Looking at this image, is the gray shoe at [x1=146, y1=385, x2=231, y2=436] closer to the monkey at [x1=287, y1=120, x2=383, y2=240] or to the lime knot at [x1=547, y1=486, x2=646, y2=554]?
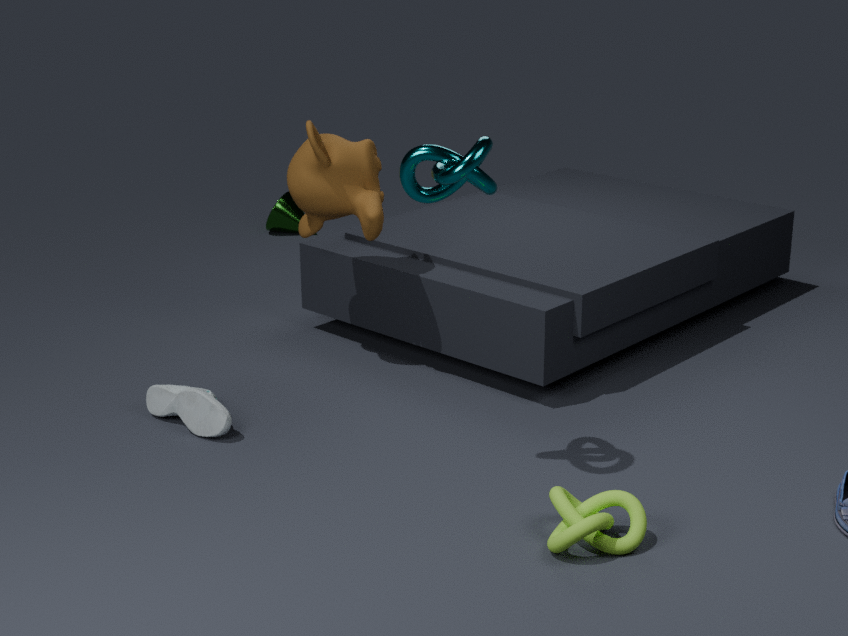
the monkey at [x1=287, y1=120, x2=383, y2=240]
